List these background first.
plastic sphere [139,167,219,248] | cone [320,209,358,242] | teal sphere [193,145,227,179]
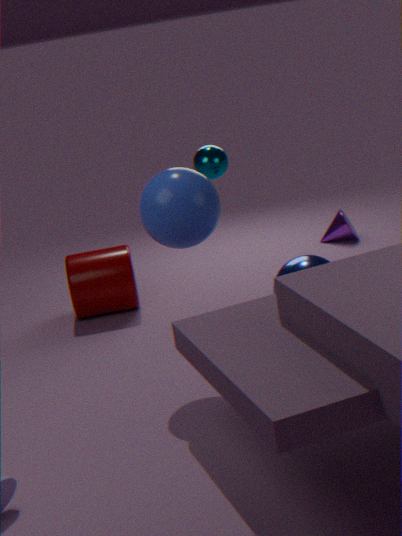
cone [320,209,358,242] → teal sphere [193,145,227,179] → plastic sphere [139,167,219,248]
